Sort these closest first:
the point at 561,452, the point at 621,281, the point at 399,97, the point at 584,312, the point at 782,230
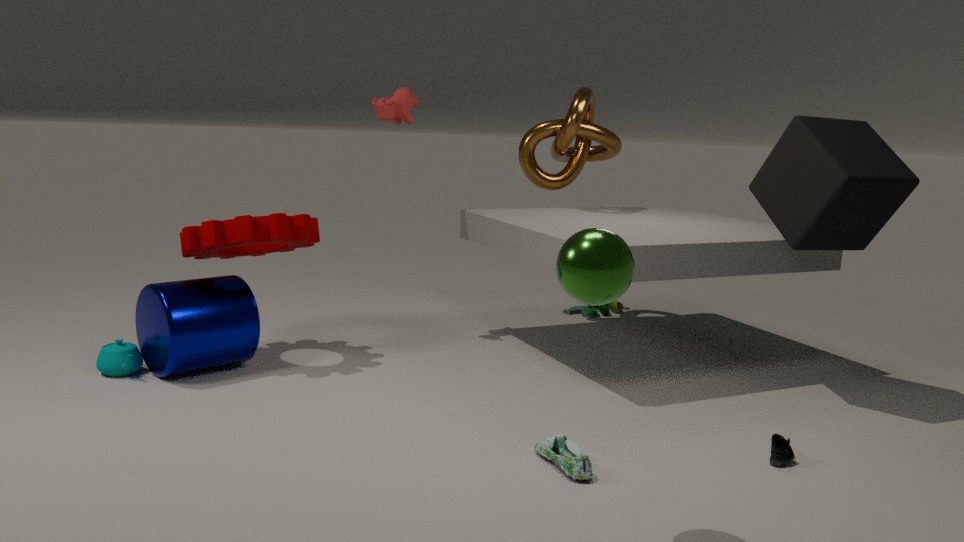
the point at 621,281 → the point at 561,452 → the point at 782,230 → the point at 399,97 → the point at 584,312
